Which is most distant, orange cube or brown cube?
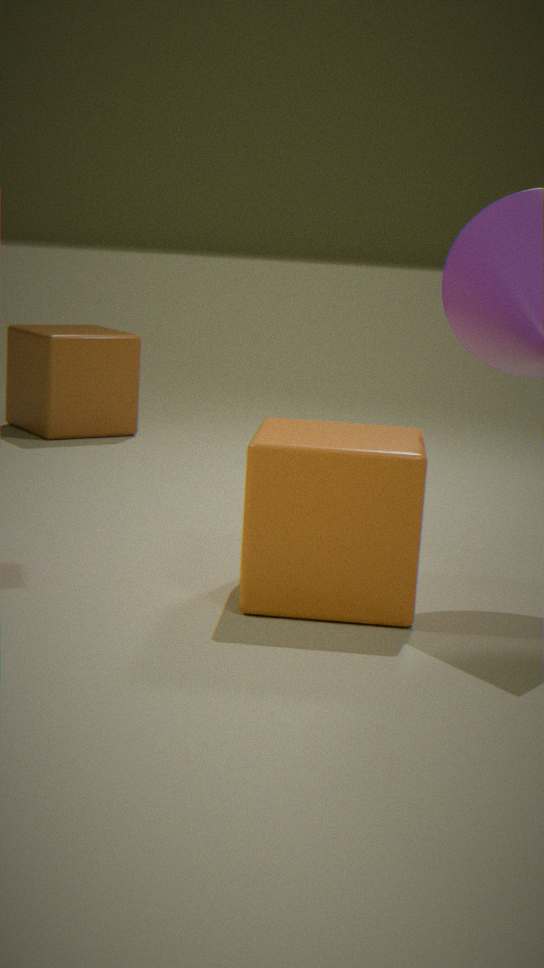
brown cube
